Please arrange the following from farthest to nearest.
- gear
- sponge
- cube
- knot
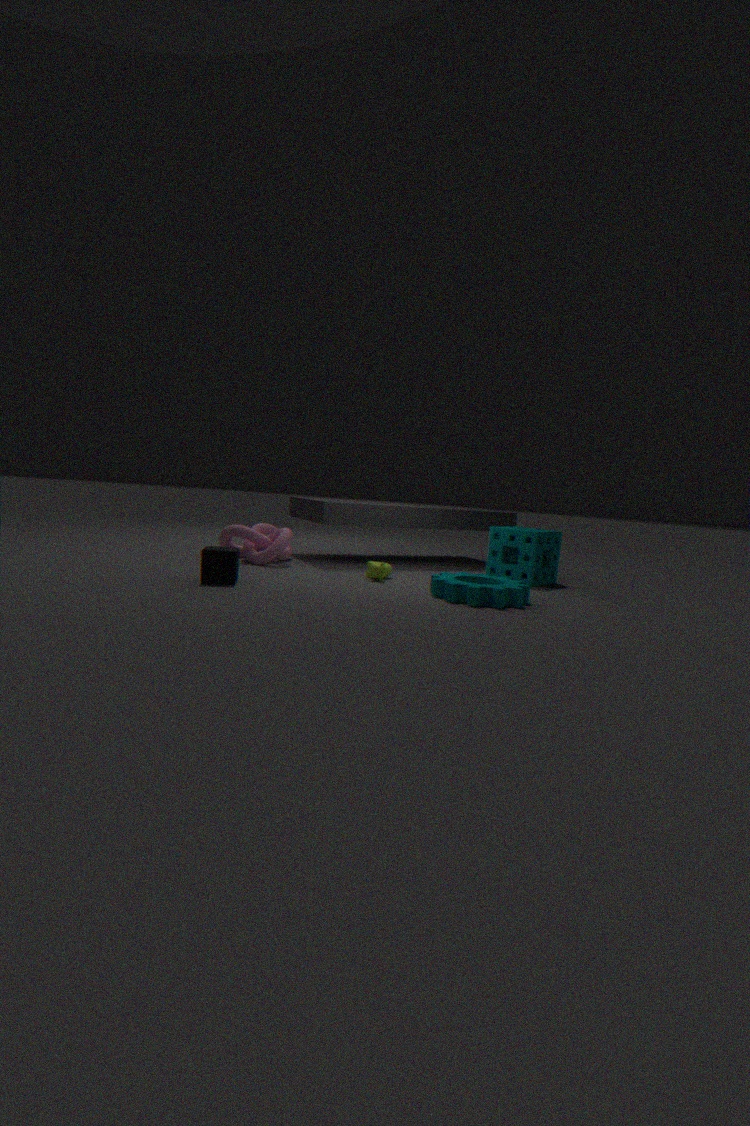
knot
sponge
cube
gear
